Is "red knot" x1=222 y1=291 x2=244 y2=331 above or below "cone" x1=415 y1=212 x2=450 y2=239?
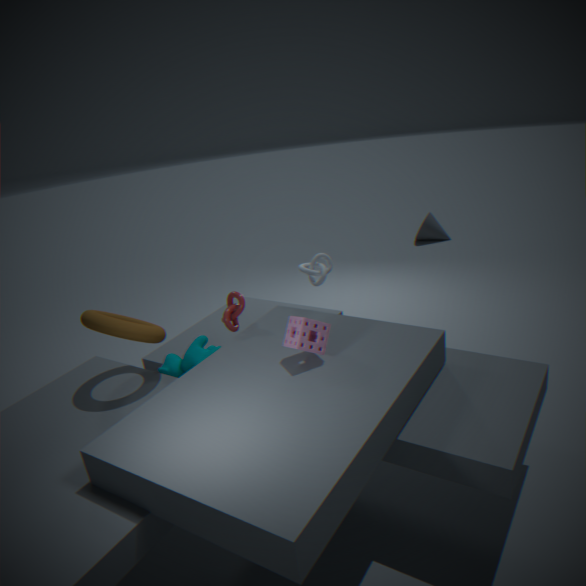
above
